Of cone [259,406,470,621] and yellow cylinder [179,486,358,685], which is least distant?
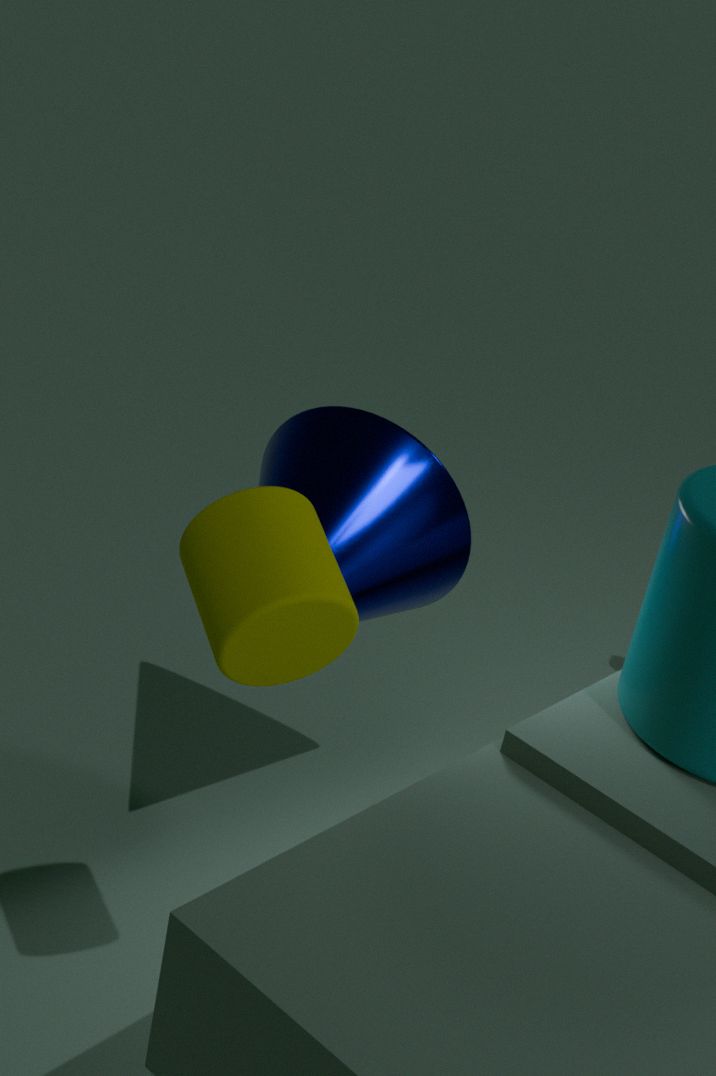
yellow cylinder [179,486,358,685]
